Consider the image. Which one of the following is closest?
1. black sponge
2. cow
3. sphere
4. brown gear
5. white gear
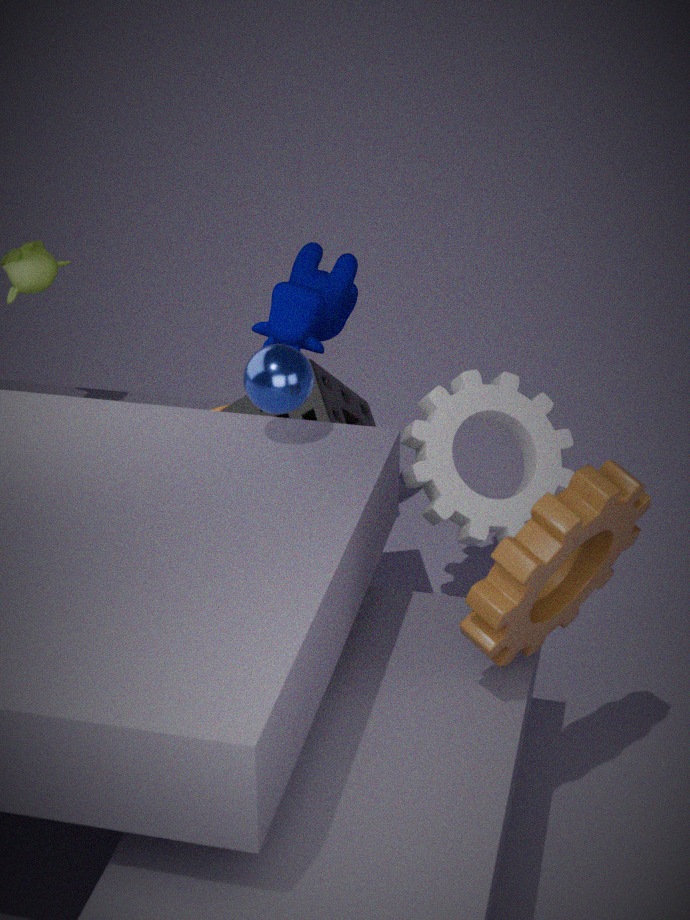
brown gear
